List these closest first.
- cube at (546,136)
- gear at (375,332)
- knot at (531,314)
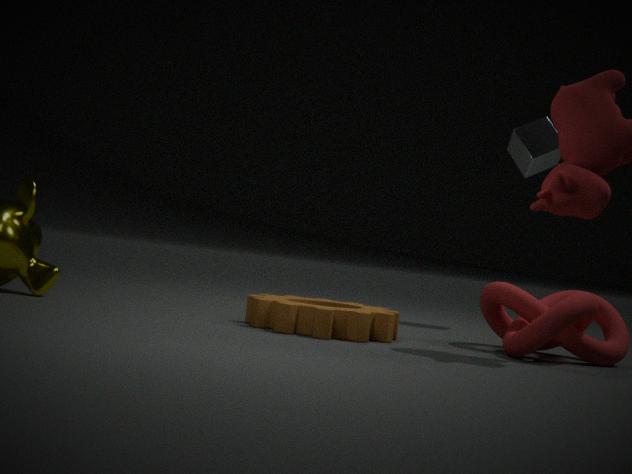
knot at (531,314), gear at (375,332), cube at (546,136)
